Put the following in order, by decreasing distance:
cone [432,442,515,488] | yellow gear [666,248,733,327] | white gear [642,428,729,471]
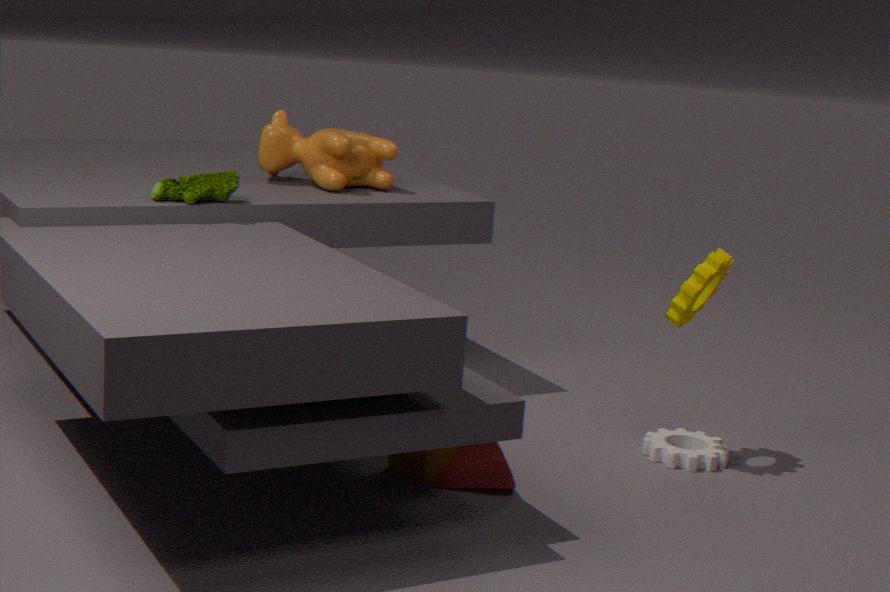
white gear [642,428,729,471] → yellow gear [666,248,733,327] → cone [432,442,515,488]
